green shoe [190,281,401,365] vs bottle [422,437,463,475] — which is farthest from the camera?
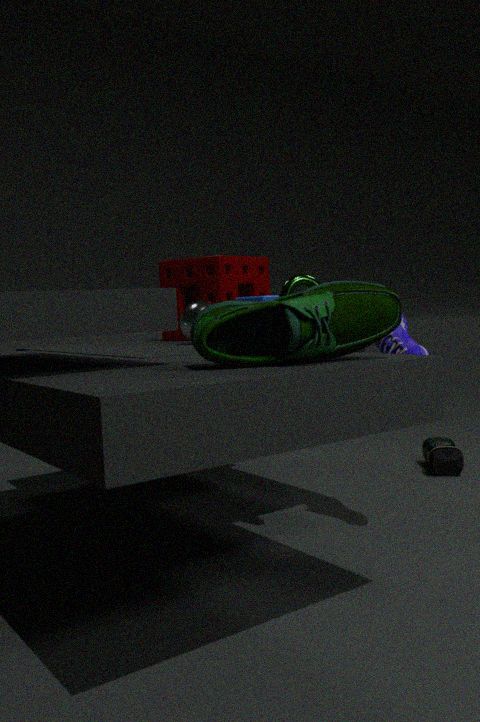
bottle [422,437,463,475]
